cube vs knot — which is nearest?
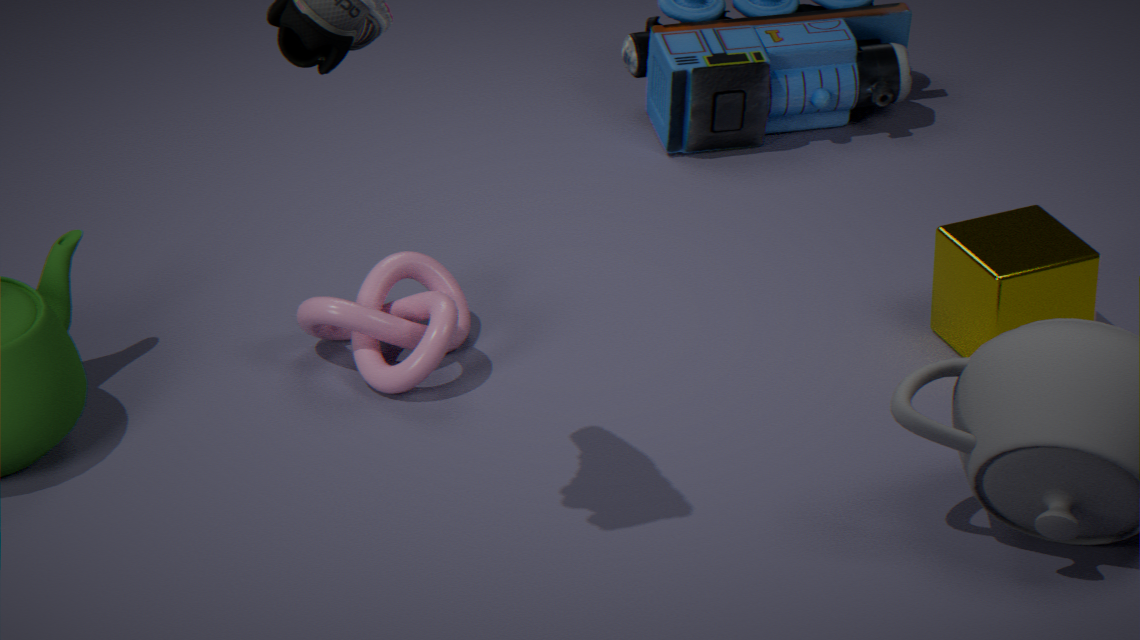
cube
